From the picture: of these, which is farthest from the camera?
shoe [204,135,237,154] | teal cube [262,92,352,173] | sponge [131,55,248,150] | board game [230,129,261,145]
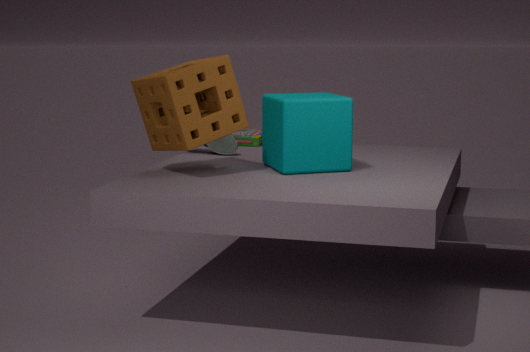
board game [230,129,261,145]
